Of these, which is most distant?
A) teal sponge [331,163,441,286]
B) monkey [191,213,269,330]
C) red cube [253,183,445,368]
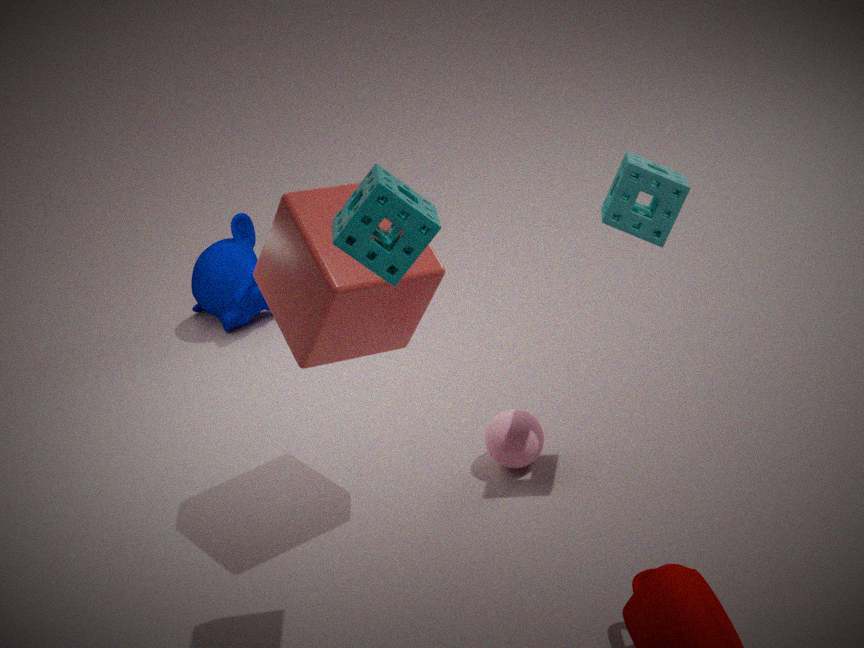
monkey [191,213,269,330]
